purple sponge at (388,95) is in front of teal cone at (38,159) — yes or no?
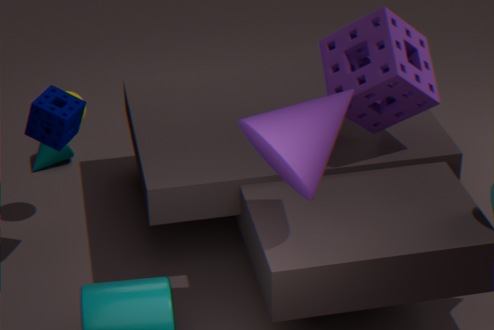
Yes
